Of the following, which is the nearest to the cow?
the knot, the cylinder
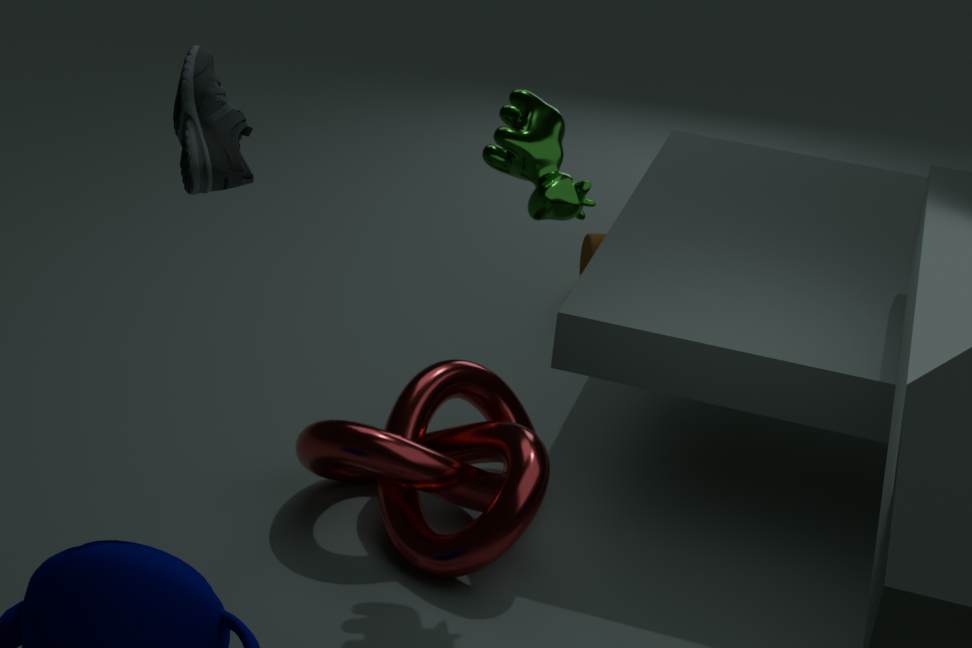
the knot
